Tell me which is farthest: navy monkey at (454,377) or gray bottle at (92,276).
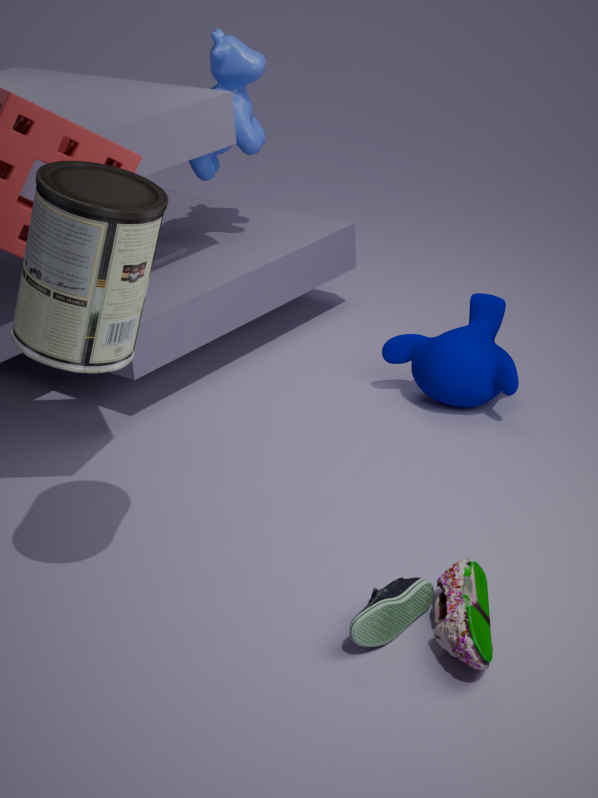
navy monkey at (454,377)
